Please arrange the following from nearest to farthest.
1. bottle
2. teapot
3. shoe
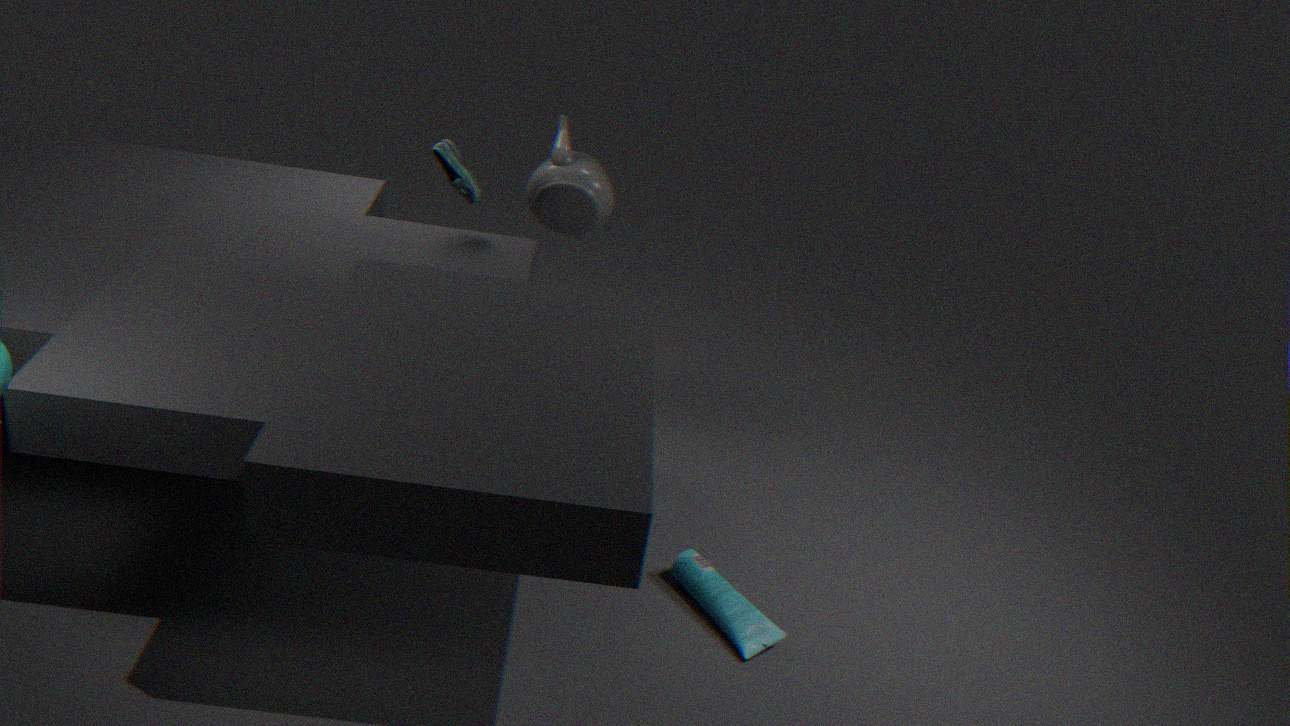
bottle → shoe → teapot
